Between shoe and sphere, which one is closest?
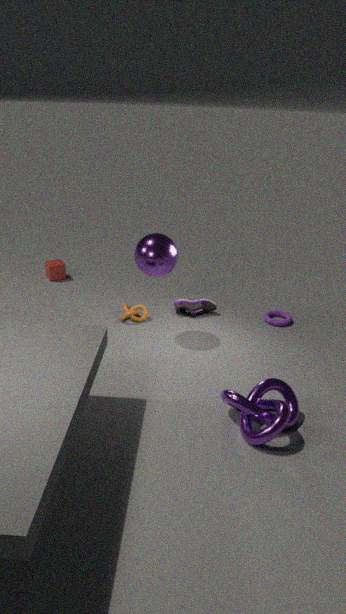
sphere
